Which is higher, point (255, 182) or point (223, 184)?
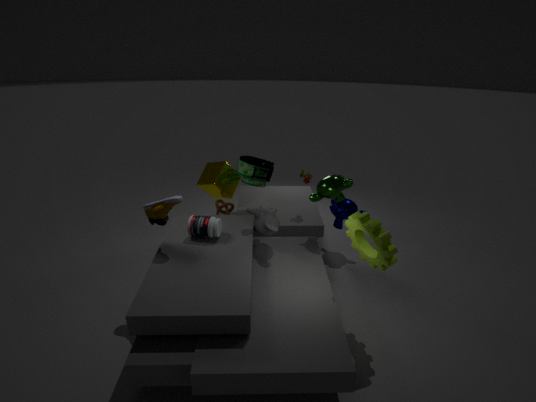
point (255, 182)
